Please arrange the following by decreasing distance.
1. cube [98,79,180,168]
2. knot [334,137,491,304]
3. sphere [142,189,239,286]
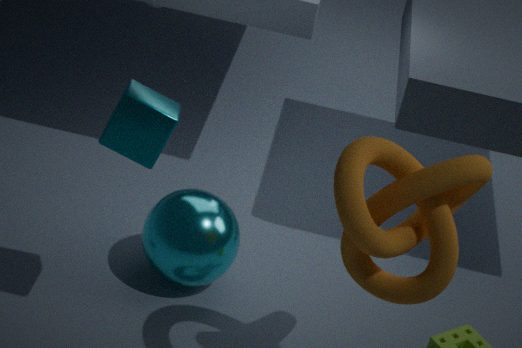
sphere [142,189,239,286] → cube [98,79,180,168] → knot [334,137,491,304]
